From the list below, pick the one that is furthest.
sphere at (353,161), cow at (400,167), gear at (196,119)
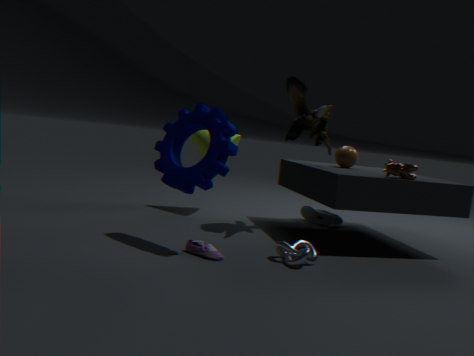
sphere at (353,161)
